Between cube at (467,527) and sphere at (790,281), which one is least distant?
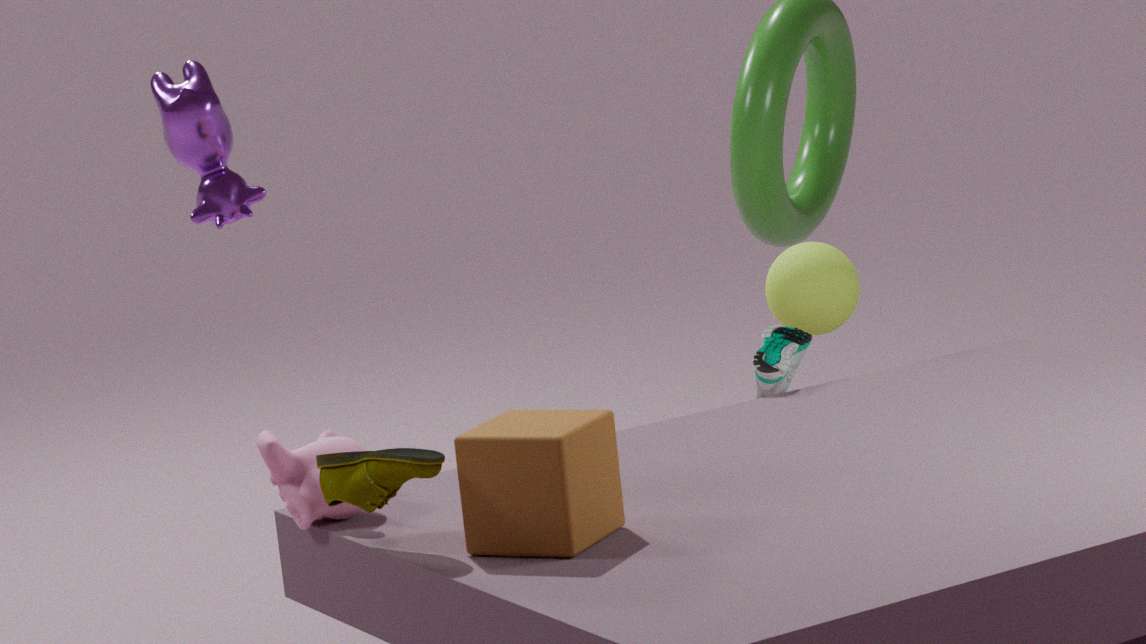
cube at (467,527)
